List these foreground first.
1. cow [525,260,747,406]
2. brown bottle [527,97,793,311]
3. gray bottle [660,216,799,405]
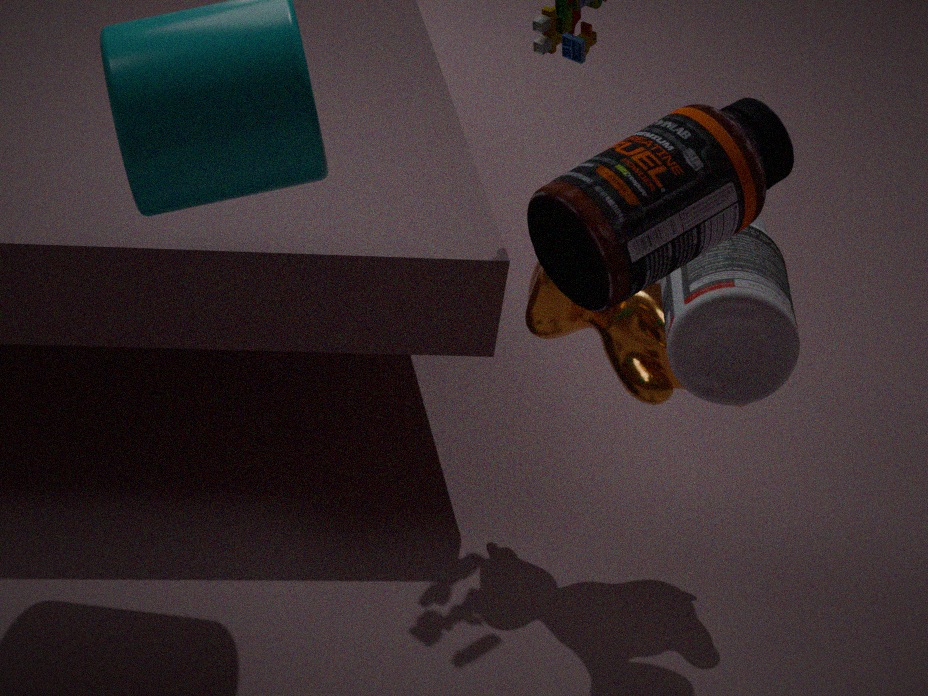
brown bottle [527,97,793,311] < gray bottle [660,216,799,405] < cow [525,260,747,406]
